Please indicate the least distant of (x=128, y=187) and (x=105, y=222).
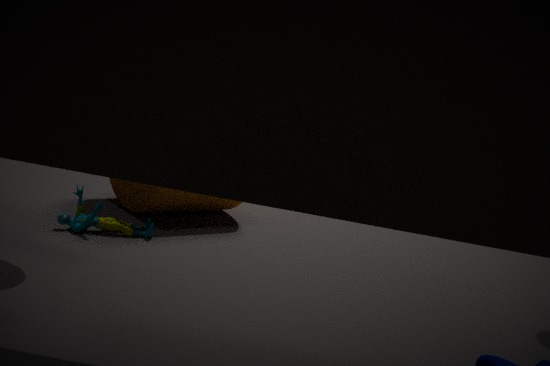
(x=105, y=222)
